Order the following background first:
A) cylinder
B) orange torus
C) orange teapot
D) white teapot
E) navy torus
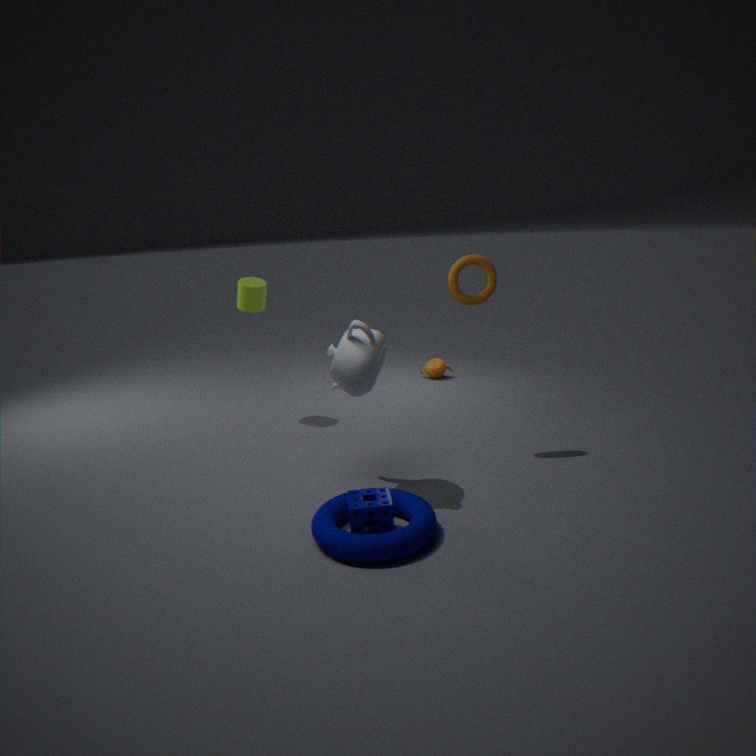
1. orange teapot
2. cylinder
3. orange torus
4. white teapot
5. navy torus
